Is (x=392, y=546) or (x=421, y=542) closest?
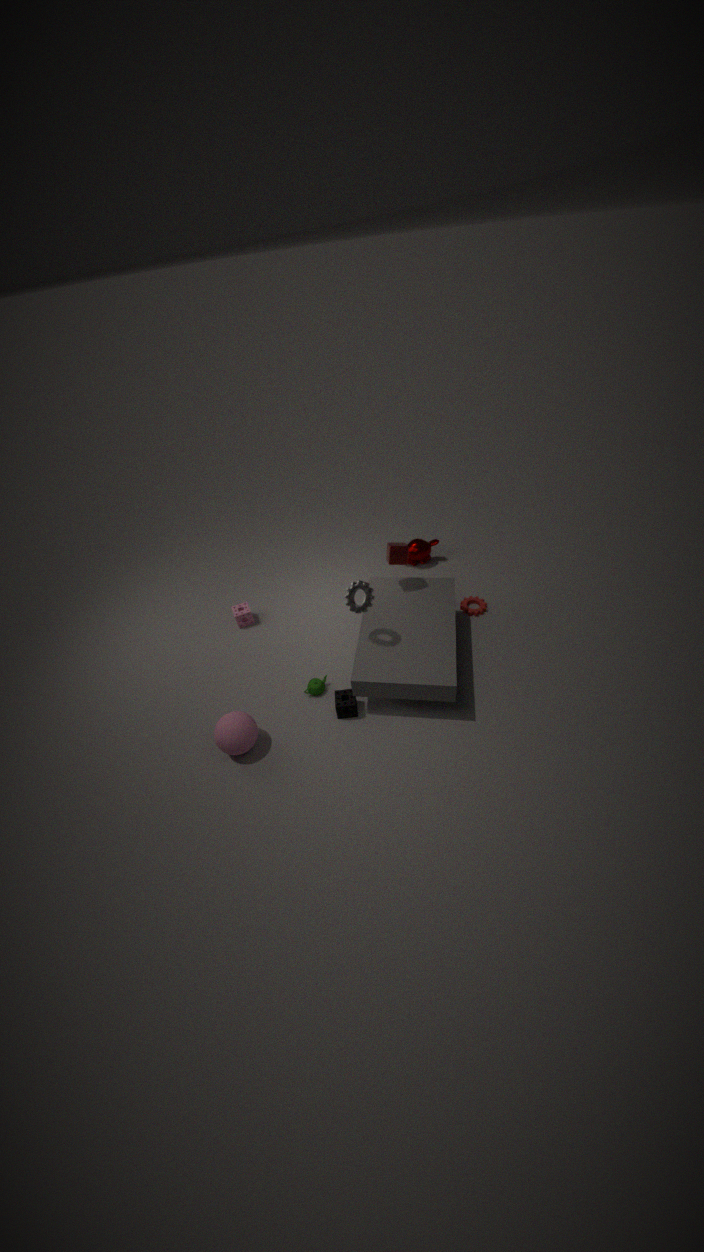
(x=392, y=546)
